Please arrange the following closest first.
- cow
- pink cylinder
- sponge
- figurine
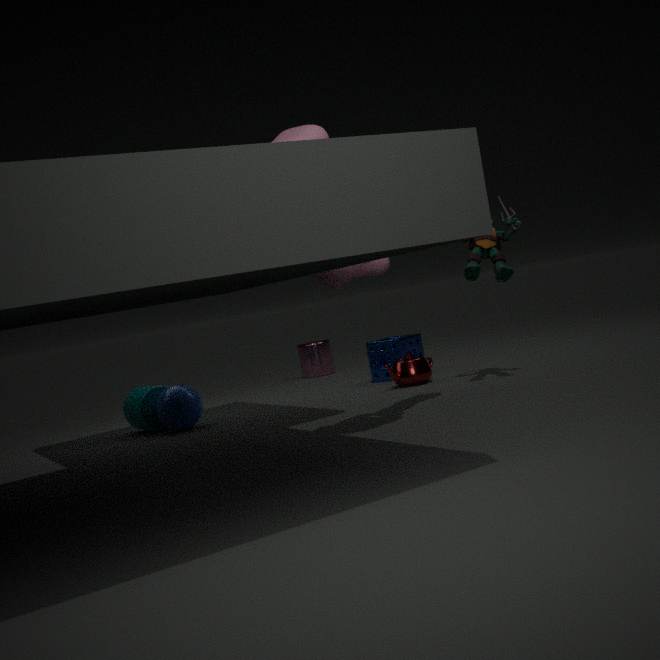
cow → figurine → sponge → pink cylinder
